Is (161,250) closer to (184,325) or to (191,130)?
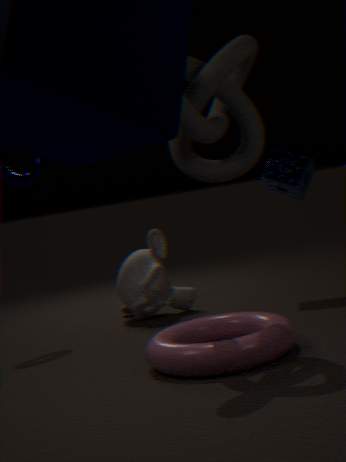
(184,325)
